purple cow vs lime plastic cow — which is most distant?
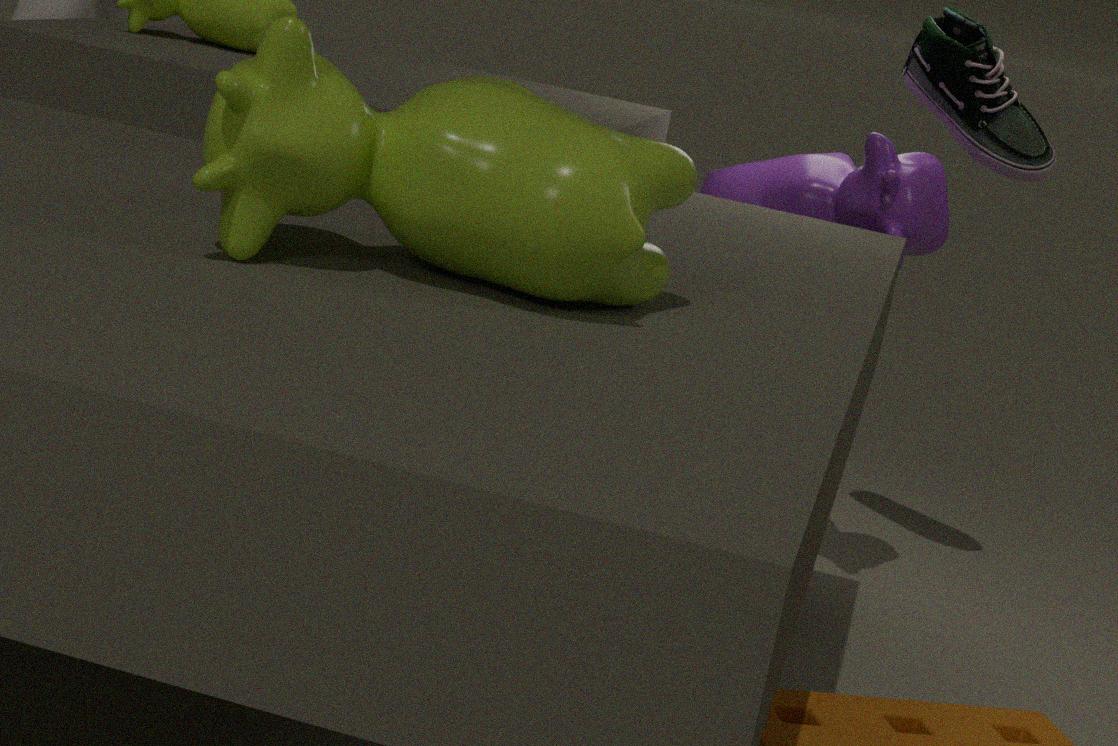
purple cow
